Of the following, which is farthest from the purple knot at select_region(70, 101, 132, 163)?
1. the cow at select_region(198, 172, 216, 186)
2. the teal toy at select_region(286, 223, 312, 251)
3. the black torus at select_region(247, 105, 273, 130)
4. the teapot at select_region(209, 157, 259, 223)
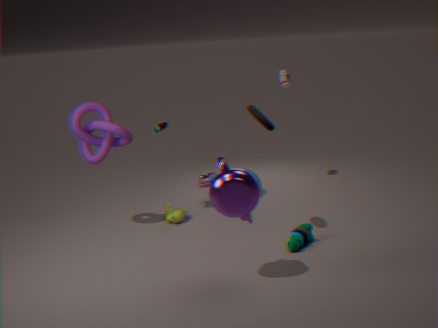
the teal toy at select_region(286, 223, 312, 251)
